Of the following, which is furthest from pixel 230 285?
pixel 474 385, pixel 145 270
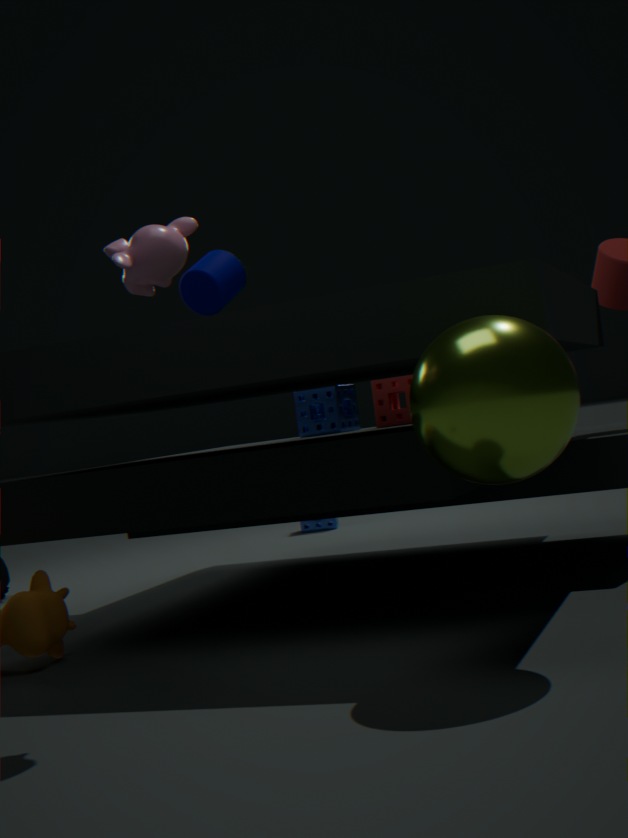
pixel 474 385
